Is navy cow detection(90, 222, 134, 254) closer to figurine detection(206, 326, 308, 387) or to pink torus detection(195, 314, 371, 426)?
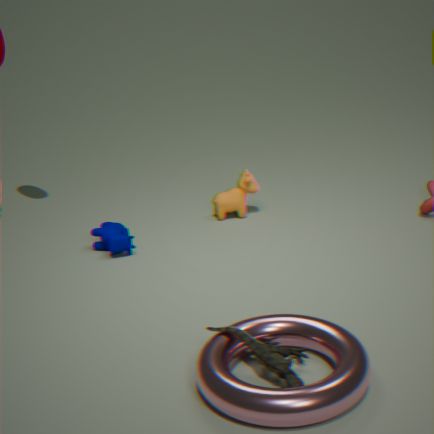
pink torus detection(195, 314, 371, 426)
